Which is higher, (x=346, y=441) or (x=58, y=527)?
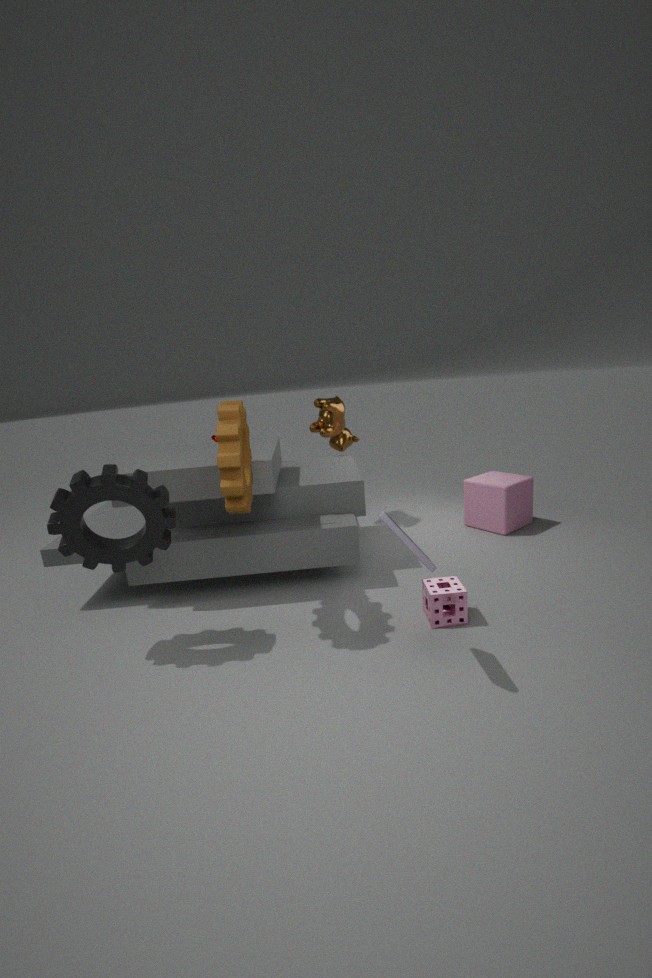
(x=346, y=441)
